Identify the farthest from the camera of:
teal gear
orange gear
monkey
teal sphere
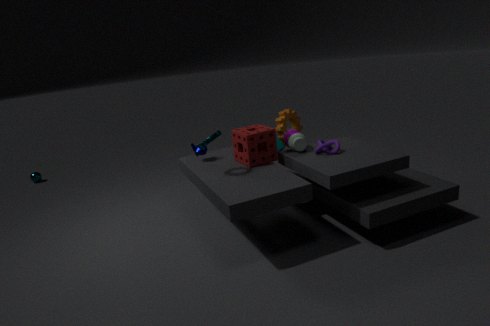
teal sphere
